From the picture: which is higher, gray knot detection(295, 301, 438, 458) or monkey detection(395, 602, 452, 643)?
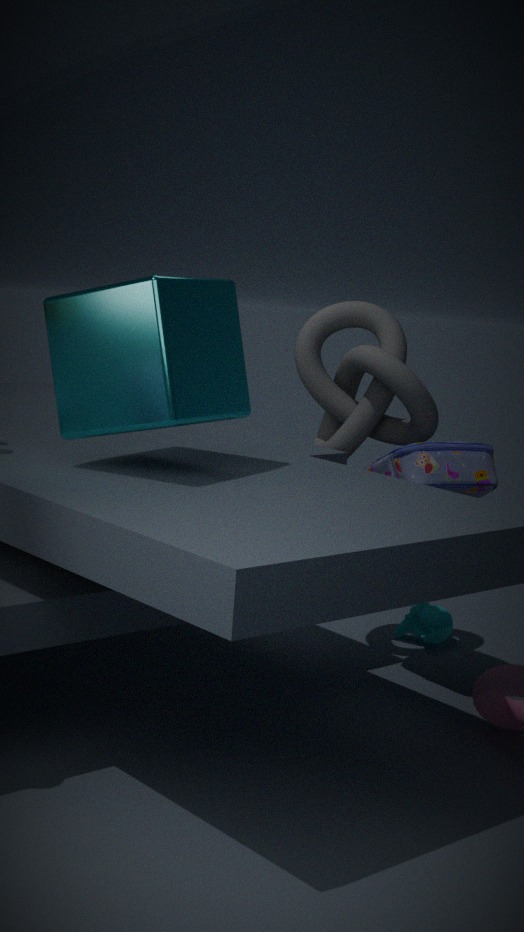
gray knot detection(295, 301, 438, 458)
